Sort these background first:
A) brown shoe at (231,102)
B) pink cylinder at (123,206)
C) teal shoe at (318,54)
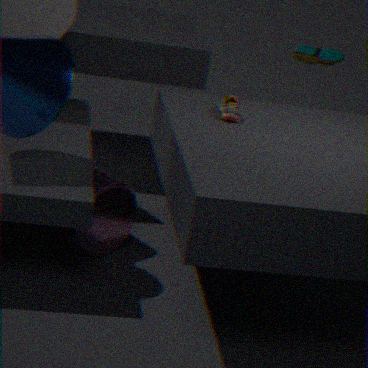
teal shoe at (318,54)
pink cylinder at (123,206)
brown shoe at (231,102)
